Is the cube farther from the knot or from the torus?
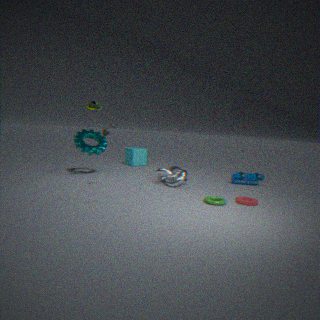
the torus
